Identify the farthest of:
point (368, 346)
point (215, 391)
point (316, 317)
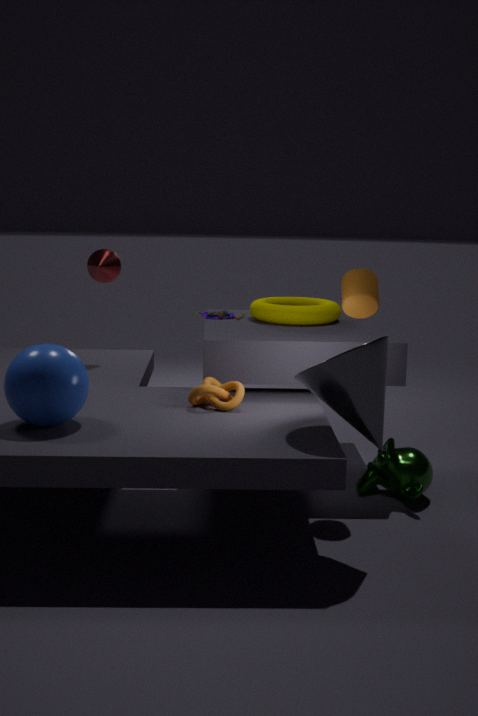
point (316, 317)
